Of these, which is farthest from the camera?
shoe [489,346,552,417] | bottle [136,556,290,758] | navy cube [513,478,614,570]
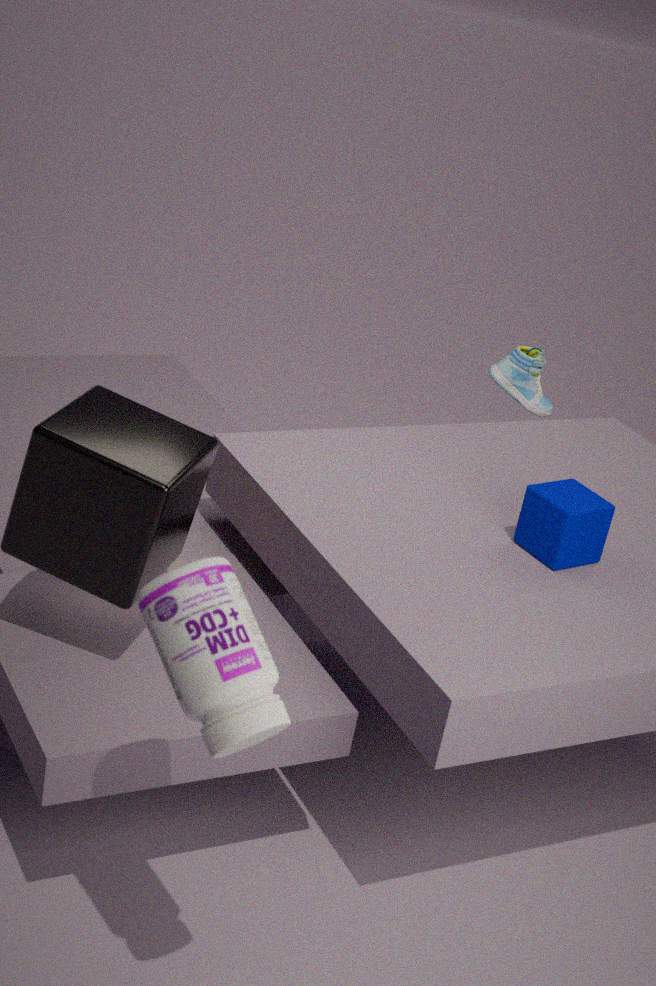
shoe [489,346,552,417]
